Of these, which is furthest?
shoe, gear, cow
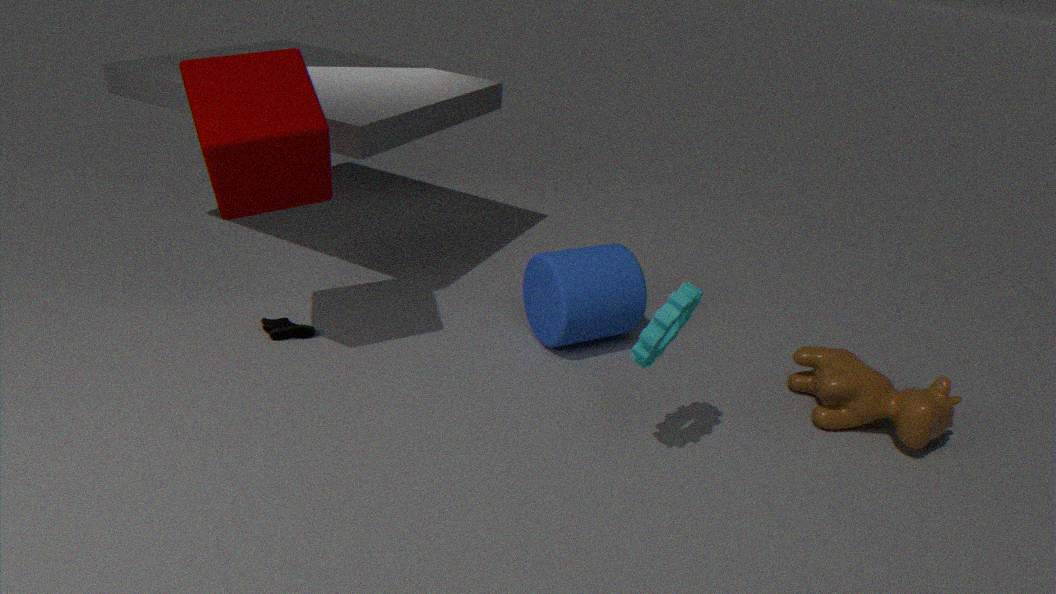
shoe
